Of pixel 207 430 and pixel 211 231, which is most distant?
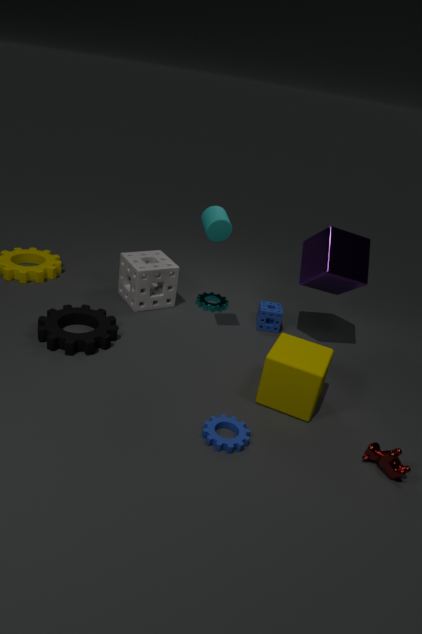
pixel 211 231
